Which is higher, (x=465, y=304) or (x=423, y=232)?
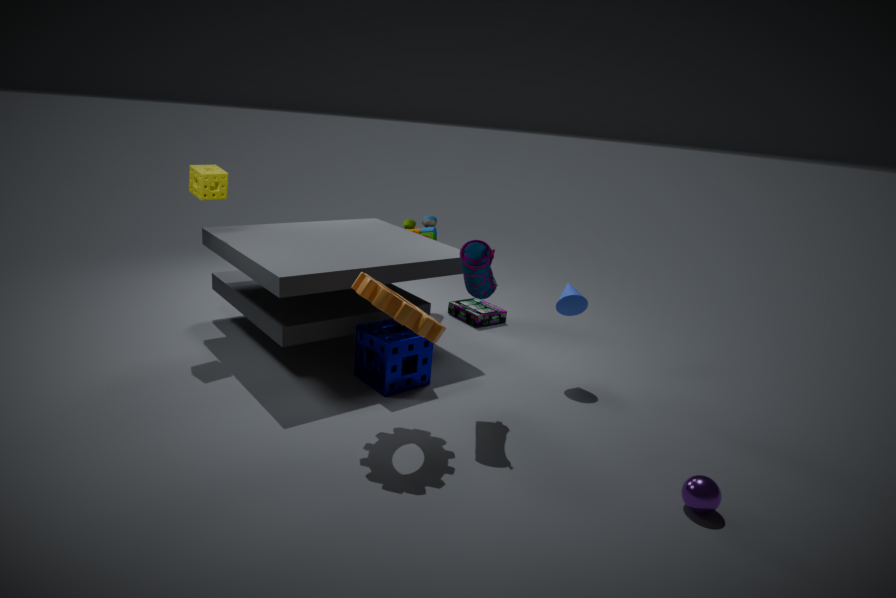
(x=423, y=232)
